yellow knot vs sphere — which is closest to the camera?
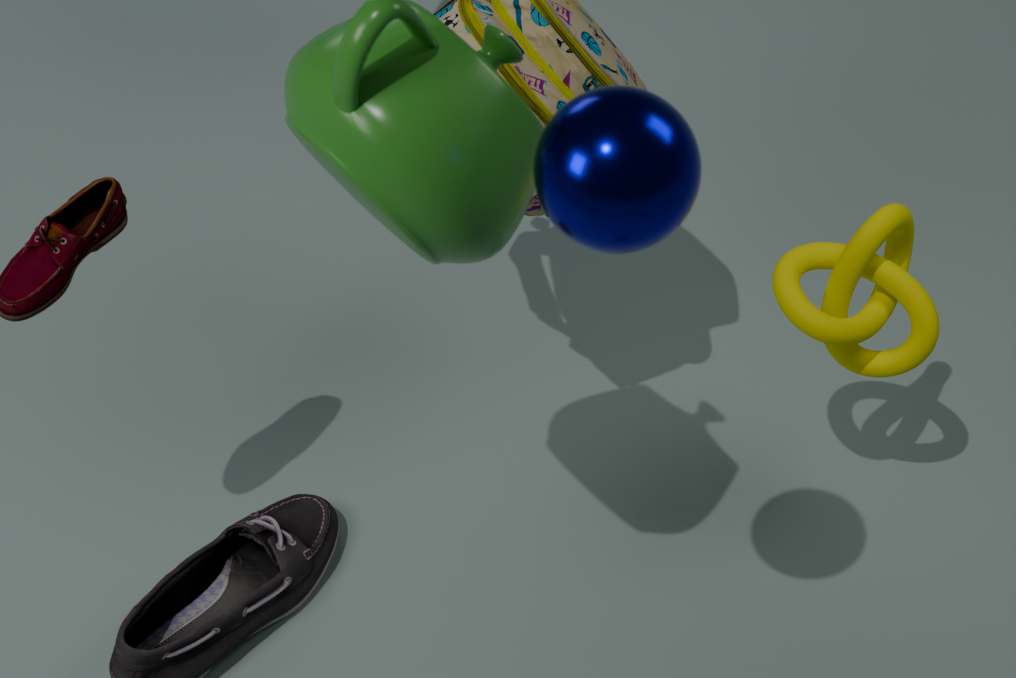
sphere
